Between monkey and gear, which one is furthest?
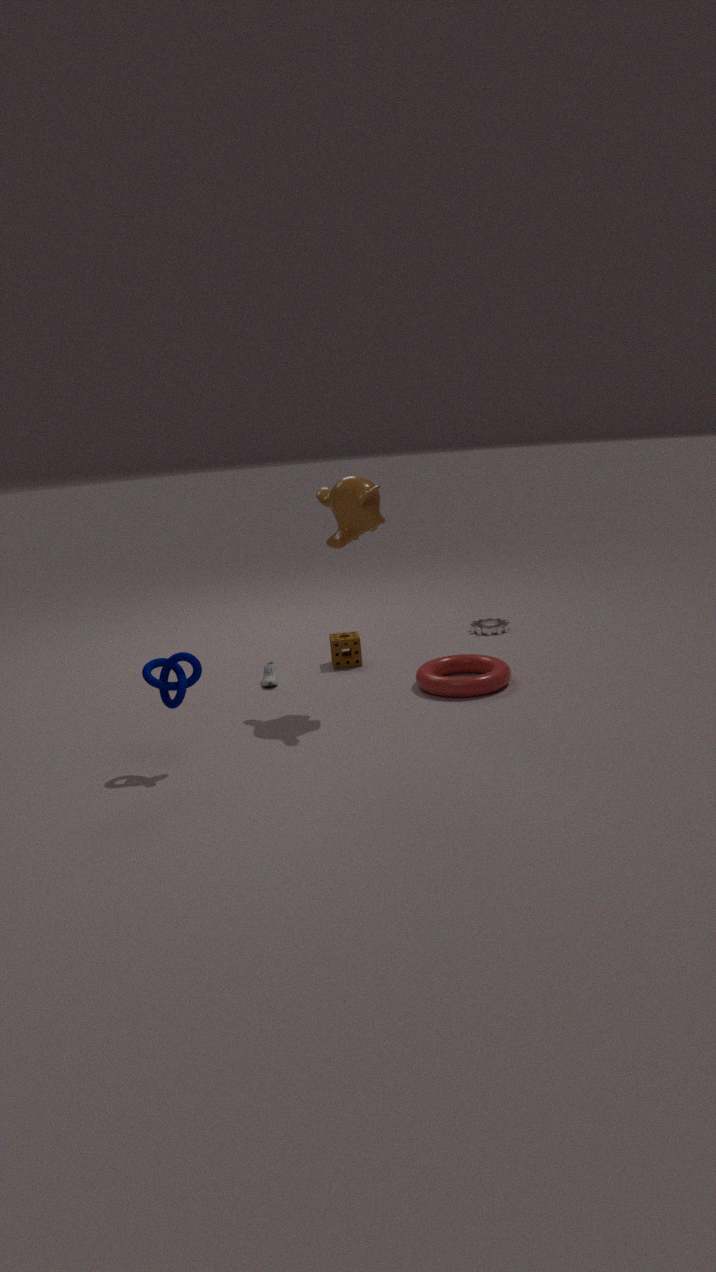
gear
